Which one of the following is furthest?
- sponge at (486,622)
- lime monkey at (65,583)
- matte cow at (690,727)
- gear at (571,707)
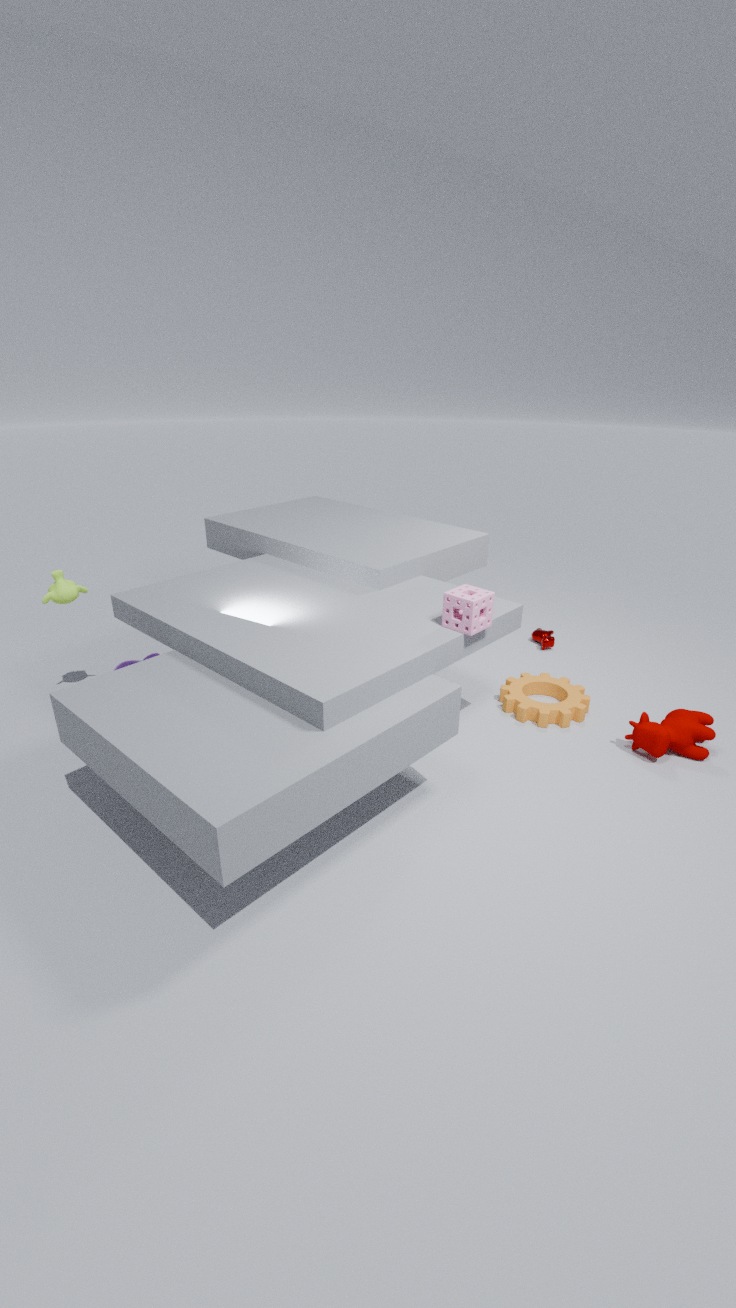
gear at (571,707)
